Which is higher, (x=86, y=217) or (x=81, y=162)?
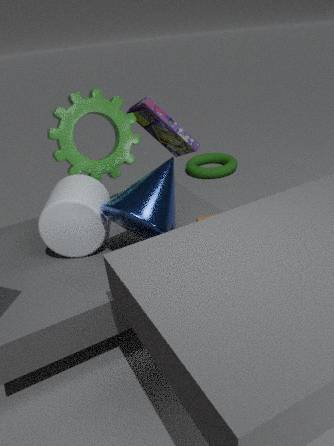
(x=81, y=162)
